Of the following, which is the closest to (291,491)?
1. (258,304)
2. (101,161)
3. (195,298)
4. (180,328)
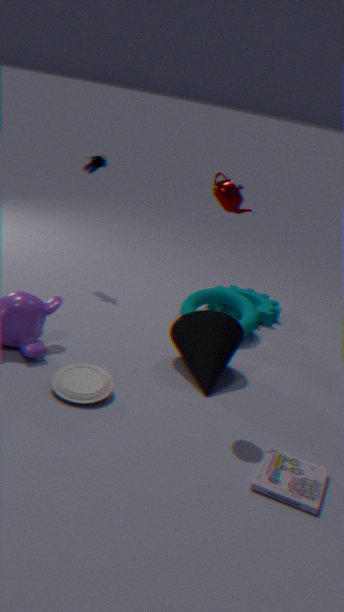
(180,328)
